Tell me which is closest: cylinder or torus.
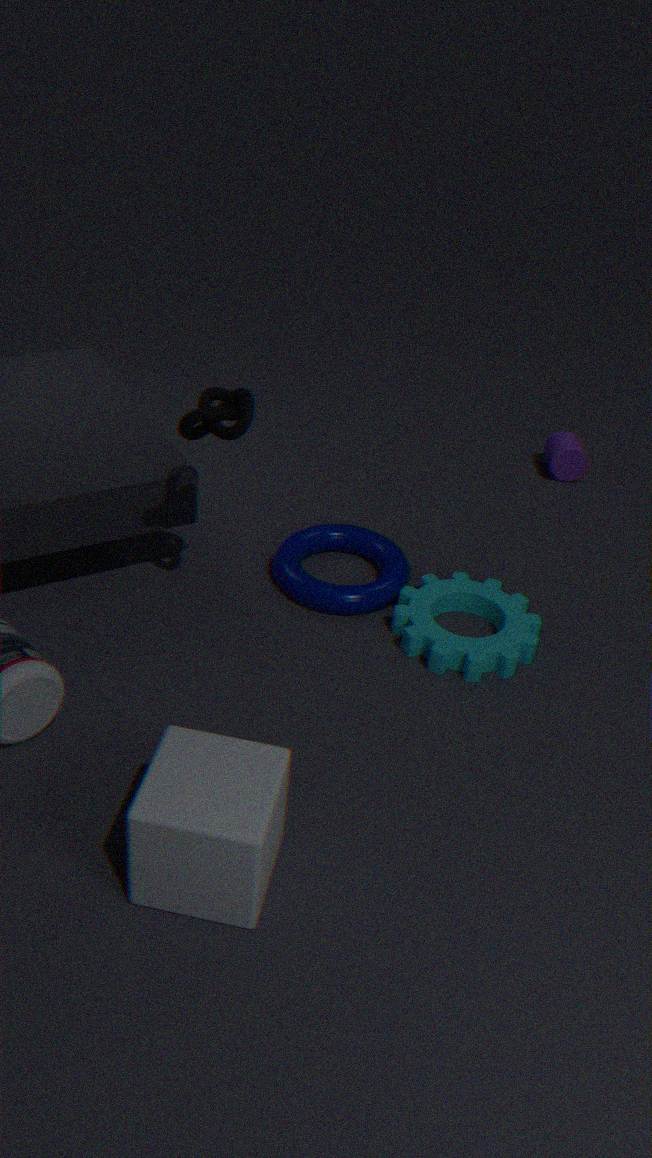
torus
